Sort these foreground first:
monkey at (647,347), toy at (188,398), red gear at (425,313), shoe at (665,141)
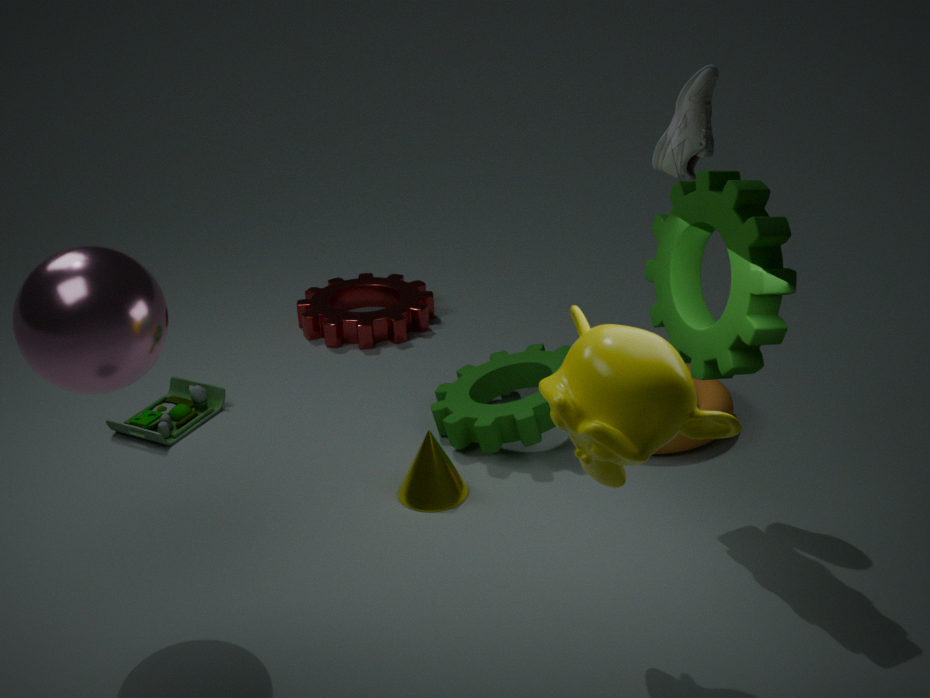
monkey at (647,347), shoe at (665,141), toy at (188,398), red gear at (425,313)
